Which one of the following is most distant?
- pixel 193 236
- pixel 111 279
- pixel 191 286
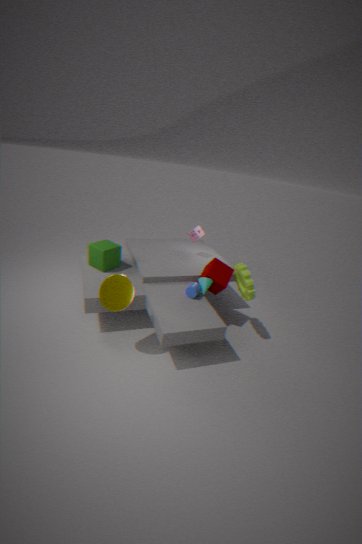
pixel 193 236
